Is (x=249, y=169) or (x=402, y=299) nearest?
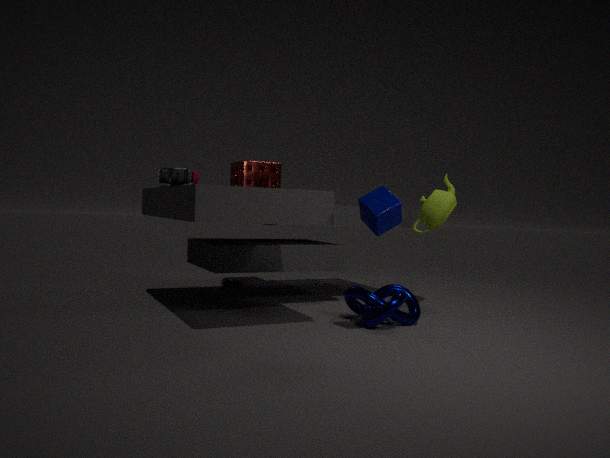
(x=402, y=299)
